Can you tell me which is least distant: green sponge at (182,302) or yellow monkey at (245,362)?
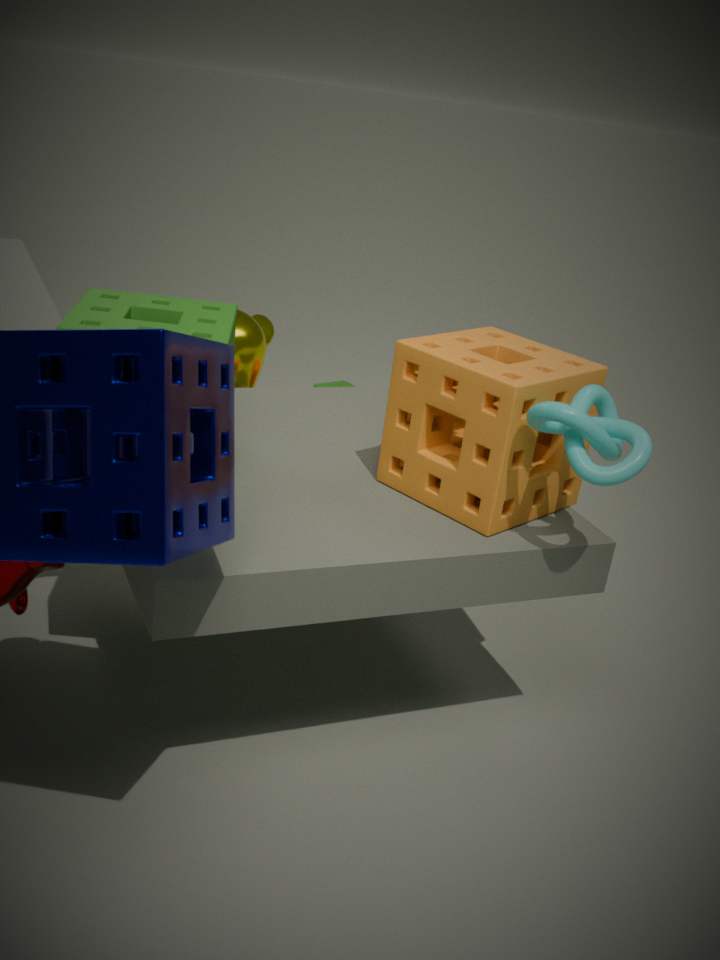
green sponge at (182,302)
